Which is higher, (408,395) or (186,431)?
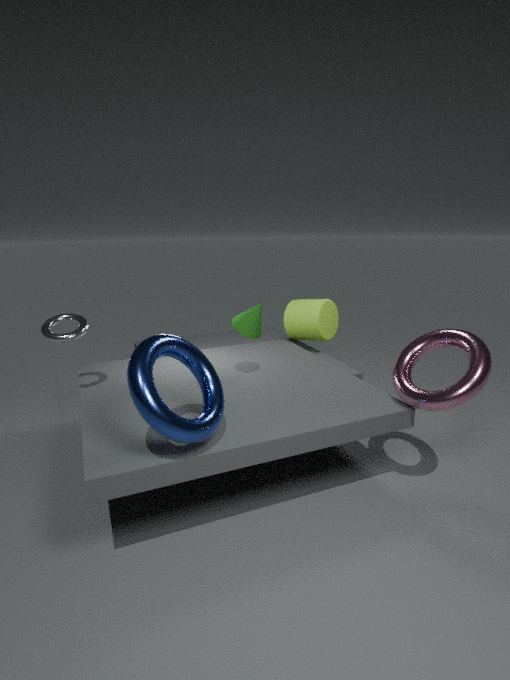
(186,431)
